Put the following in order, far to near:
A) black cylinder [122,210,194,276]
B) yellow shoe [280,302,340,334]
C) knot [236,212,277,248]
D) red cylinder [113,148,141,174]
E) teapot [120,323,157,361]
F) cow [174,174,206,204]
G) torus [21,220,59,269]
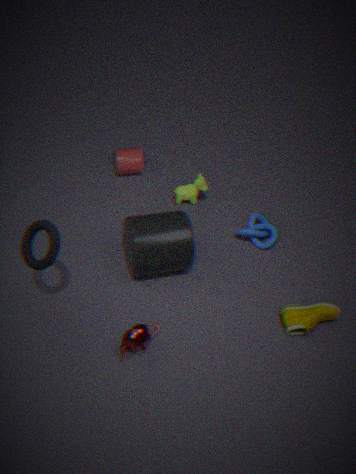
red cylinder [113,148,141,174] → cow [174,174,206,204] → knot [236,212,277,248] → black cylinder [122,210,194,276] → yellow shoe [280,302,340,334] → teapot [120,323,157,361] → torus [21,220,59,269]
